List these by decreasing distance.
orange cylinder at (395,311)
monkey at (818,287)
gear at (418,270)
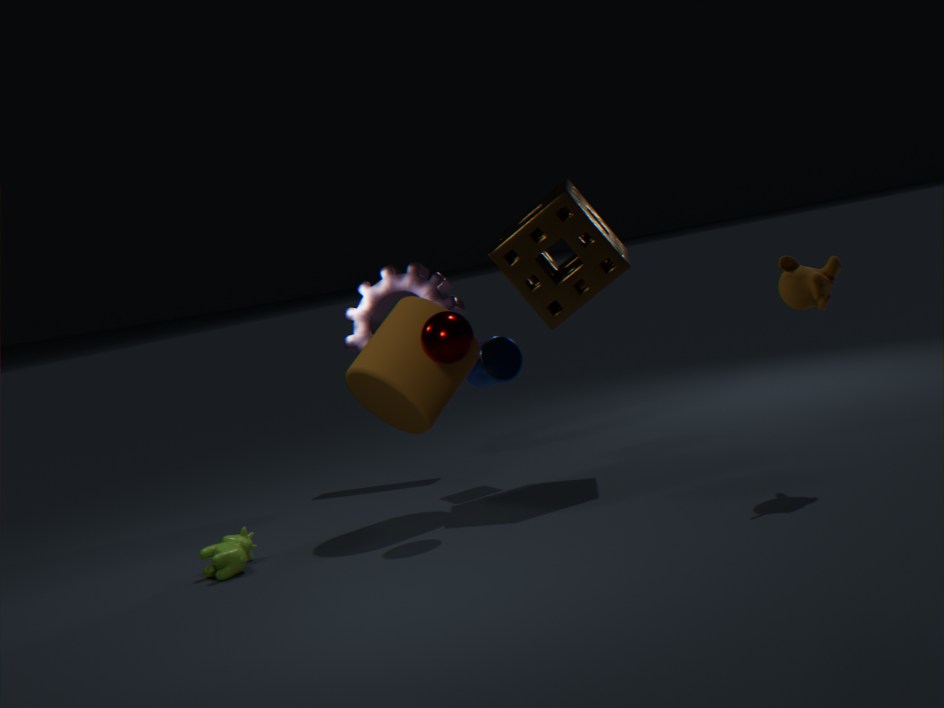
1. gear at (418,270)
2. orange cylinder at (395,311)
3. monkey at (818,287)
